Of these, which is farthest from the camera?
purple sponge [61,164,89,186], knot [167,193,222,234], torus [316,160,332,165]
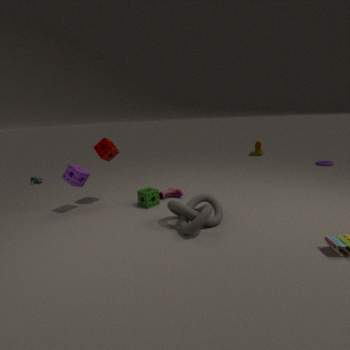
torus [316,160,332,165]
